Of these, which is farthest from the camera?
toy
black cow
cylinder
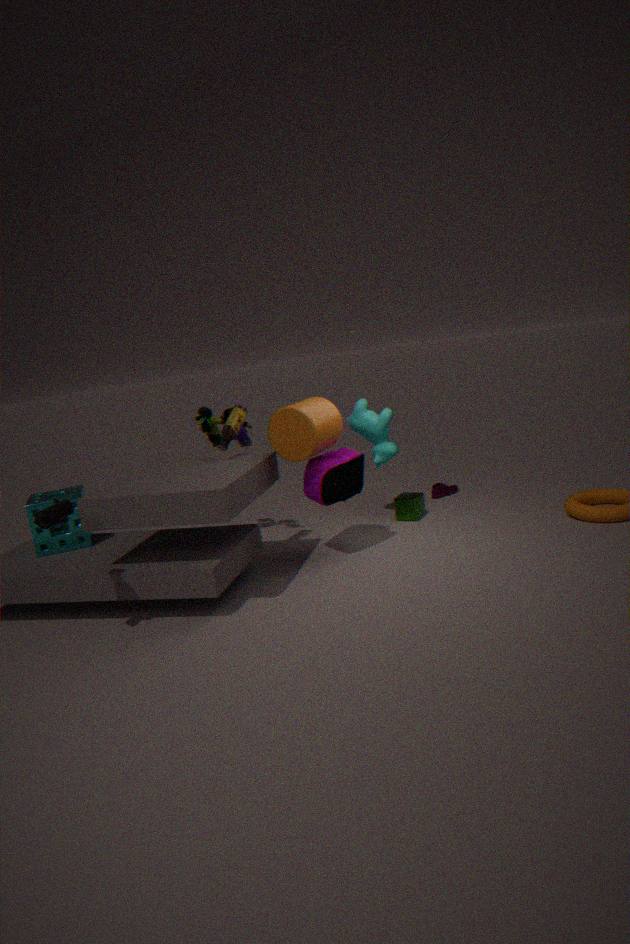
toy
